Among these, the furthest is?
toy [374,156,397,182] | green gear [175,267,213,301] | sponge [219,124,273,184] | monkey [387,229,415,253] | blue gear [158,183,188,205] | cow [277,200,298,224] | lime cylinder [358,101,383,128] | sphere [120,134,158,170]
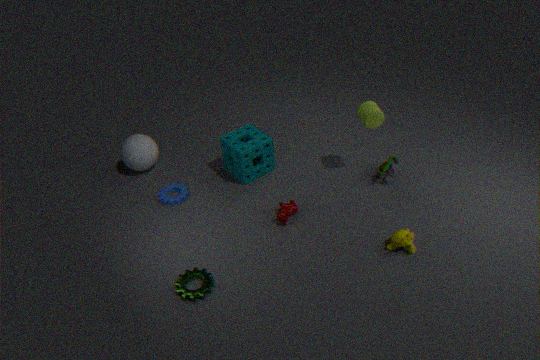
sphere [120,134,158,170]
